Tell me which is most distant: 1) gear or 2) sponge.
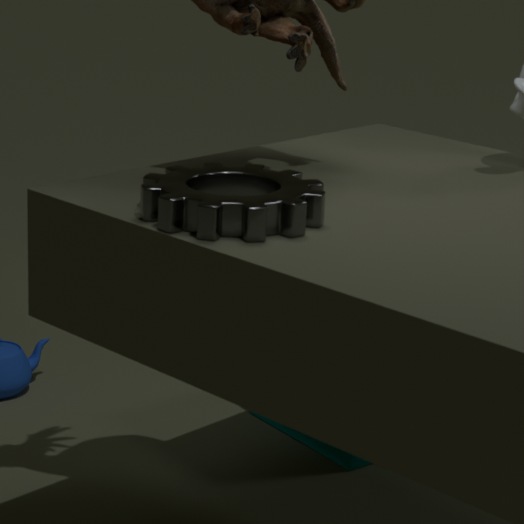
2. sponge
